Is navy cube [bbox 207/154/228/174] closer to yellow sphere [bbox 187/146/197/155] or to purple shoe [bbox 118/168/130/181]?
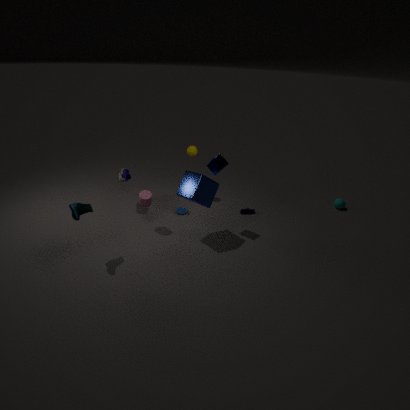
yellow sphere [bbox 187/146/197/155]
